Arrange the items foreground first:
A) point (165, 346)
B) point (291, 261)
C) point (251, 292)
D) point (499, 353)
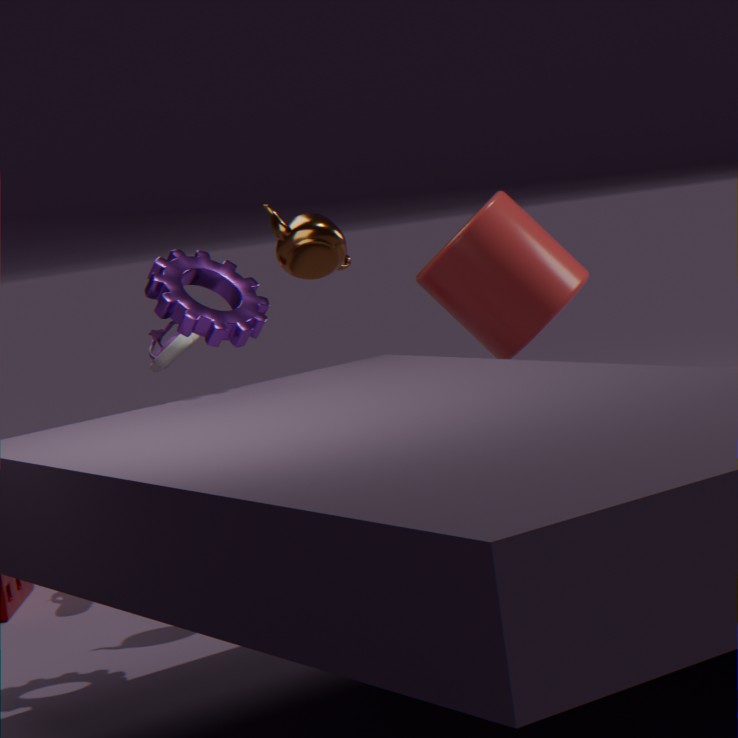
point (251, 292)
point (291, 261)
point (165, 346)
point (499, 353)
